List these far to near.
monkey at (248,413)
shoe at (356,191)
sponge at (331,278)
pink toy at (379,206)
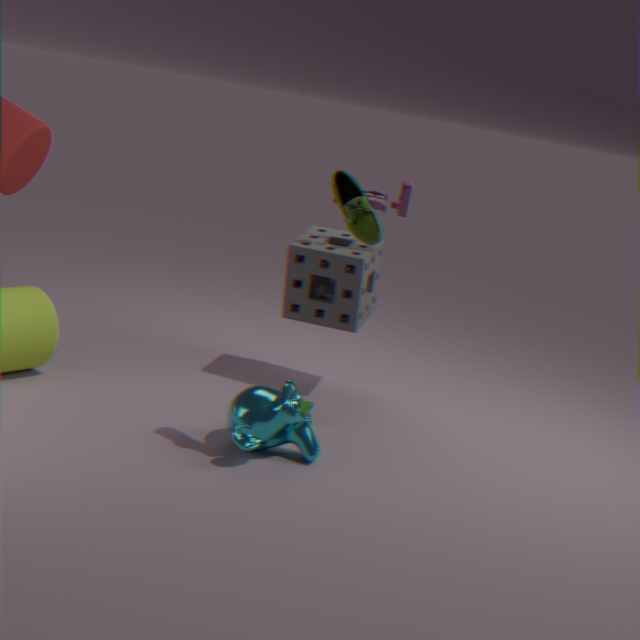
1. sponge at (331,278)
2. pink toy at (379,206)
3. monkey at (248,413)
4. shoe at (356,191)
